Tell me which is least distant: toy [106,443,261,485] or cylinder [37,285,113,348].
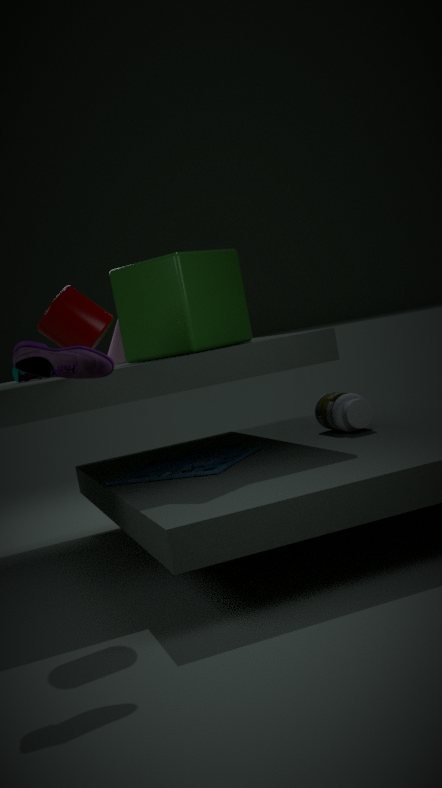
cylinder [37,285,113,348]
